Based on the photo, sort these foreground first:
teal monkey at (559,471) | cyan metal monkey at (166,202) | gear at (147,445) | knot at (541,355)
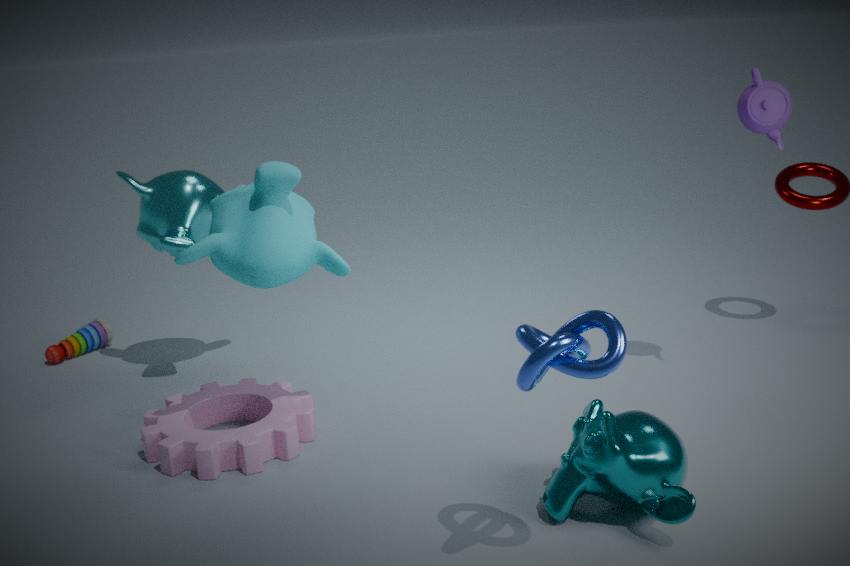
knot at (541,355), teal monkey at (559,471), gear at (147,445), cyan metal monkey at (166,202)
